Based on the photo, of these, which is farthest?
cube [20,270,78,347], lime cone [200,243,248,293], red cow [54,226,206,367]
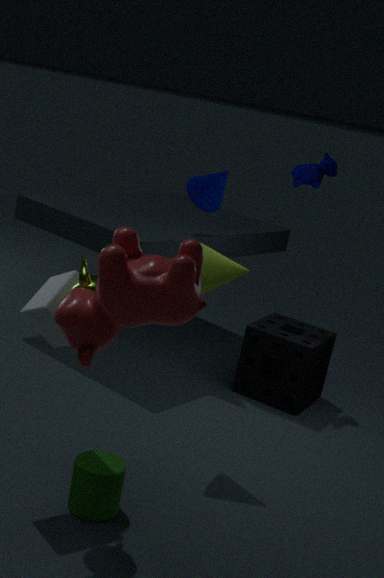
lime cone [200,243,248,293]
